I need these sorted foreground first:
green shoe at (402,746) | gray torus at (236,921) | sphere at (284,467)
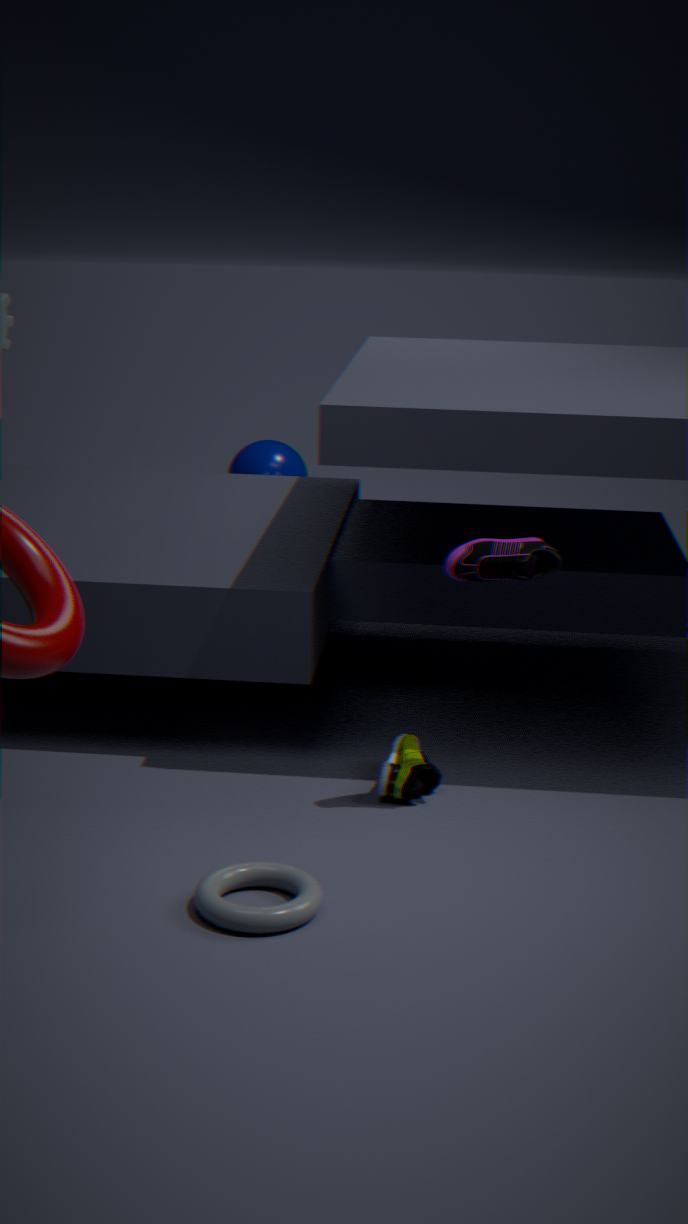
1. gray torus at (236,921)
2. green shoe at (402,746)
3. sphere at (284,467)
